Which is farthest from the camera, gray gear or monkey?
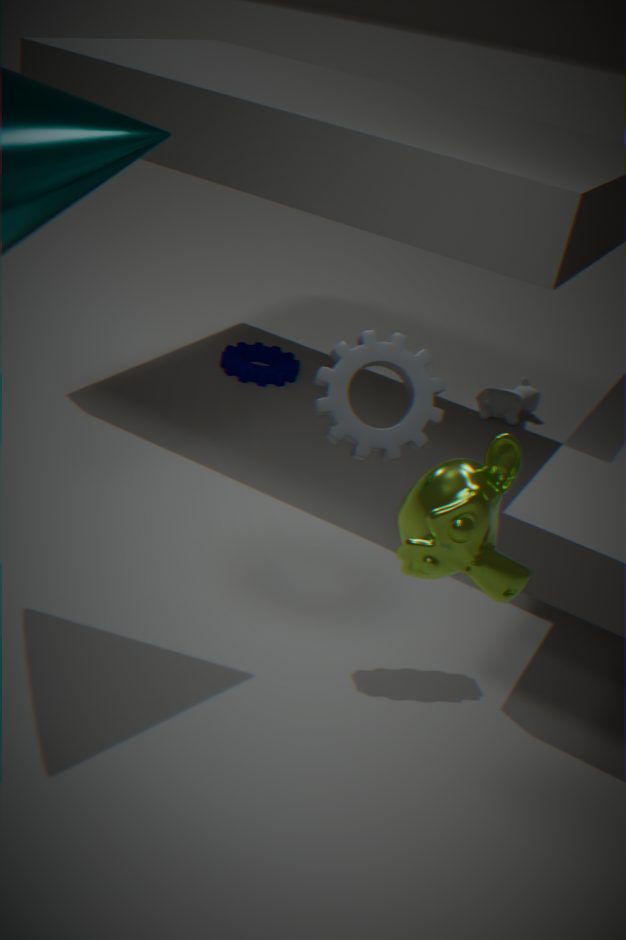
gray gear
